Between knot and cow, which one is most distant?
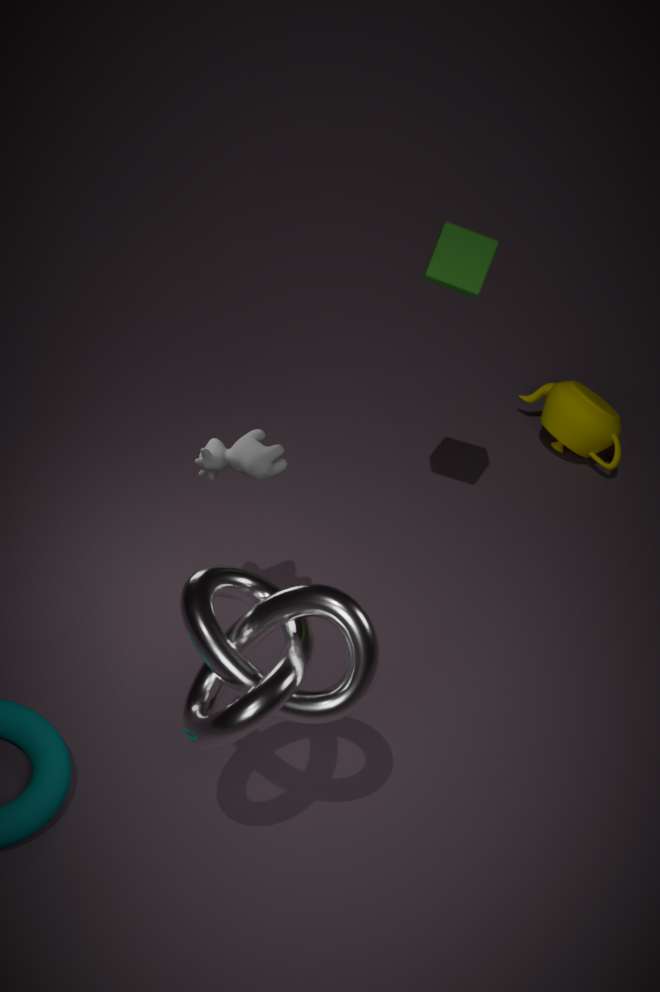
cow
